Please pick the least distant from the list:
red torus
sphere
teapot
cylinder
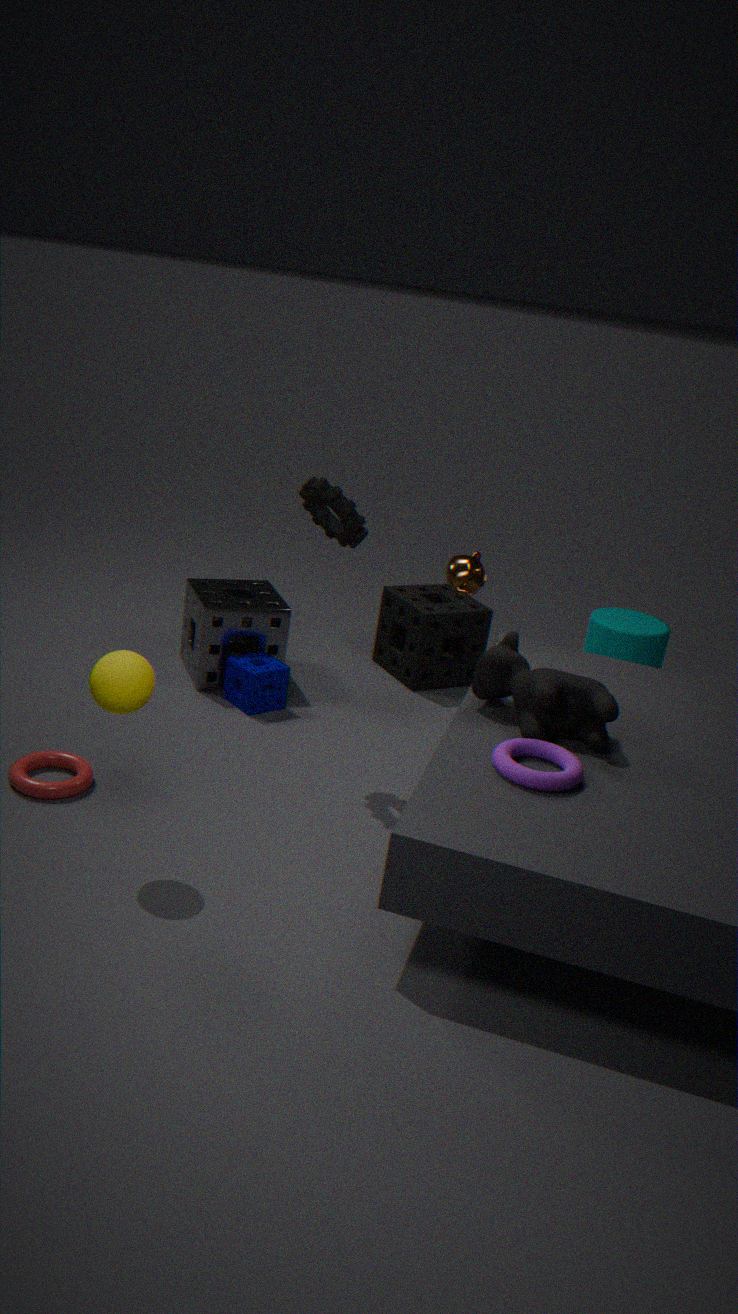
sphere
